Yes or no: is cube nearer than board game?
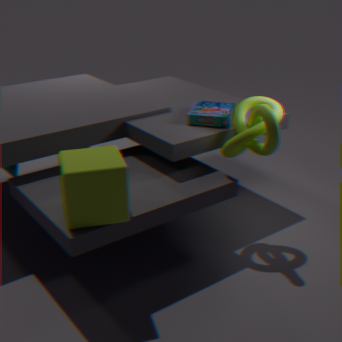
Yes
